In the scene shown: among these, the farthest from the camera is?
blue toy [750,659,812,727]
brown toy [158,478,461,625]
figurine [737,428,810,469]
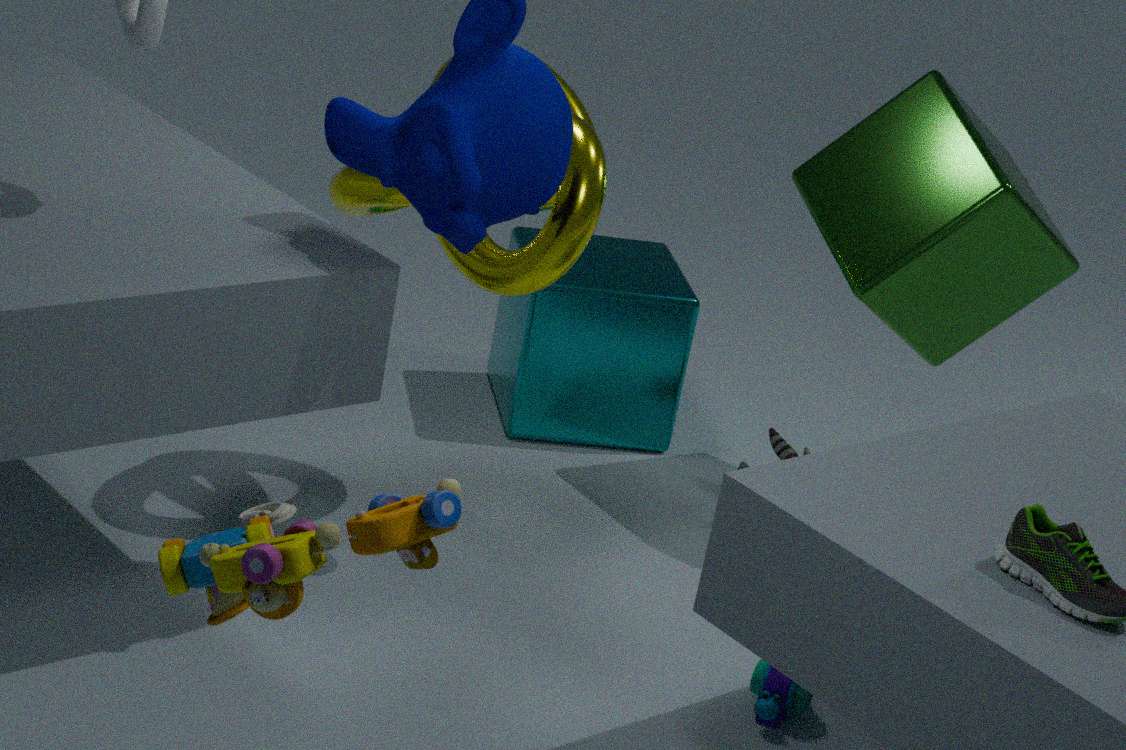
figurine [737,428,810,469]
